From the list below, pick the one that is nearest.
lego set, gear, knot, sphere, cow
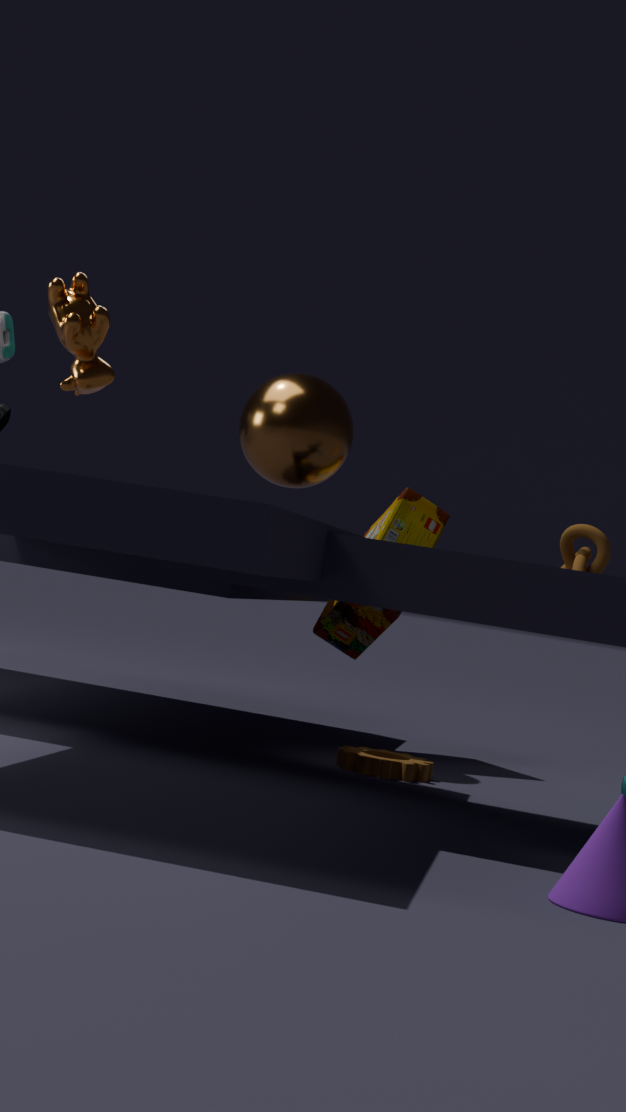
cow
